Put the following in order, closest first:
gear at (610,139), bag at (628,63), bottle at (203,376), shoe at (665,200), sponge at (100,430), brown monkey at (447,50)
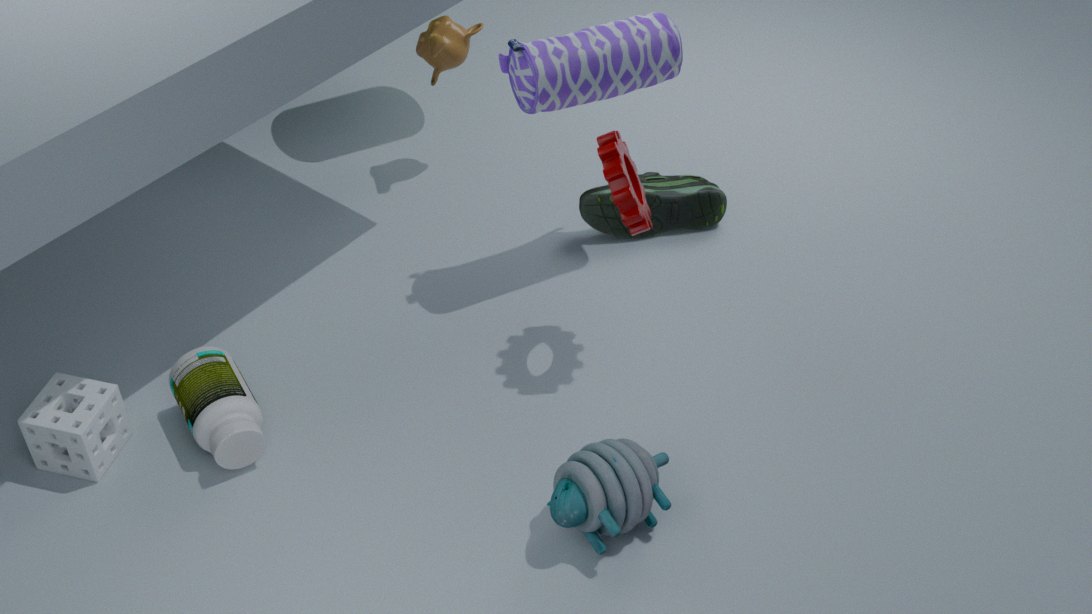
sponge at (100,430) < gear at (610,139) < bottle at (203,376) < bag at (628,63) < shoe at (665,200) < brown monkey at (447,50)
